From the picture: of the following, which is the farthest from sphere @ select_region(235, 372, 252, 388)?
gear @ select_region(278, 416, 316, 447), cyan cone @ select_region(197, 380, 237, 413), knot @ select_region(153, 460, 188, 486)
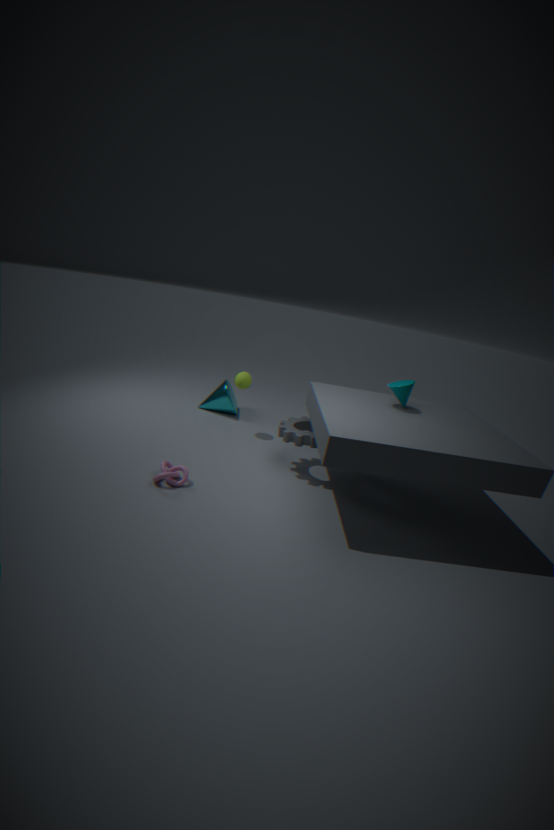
knot @ select_region(153, 460, 188, 486)
